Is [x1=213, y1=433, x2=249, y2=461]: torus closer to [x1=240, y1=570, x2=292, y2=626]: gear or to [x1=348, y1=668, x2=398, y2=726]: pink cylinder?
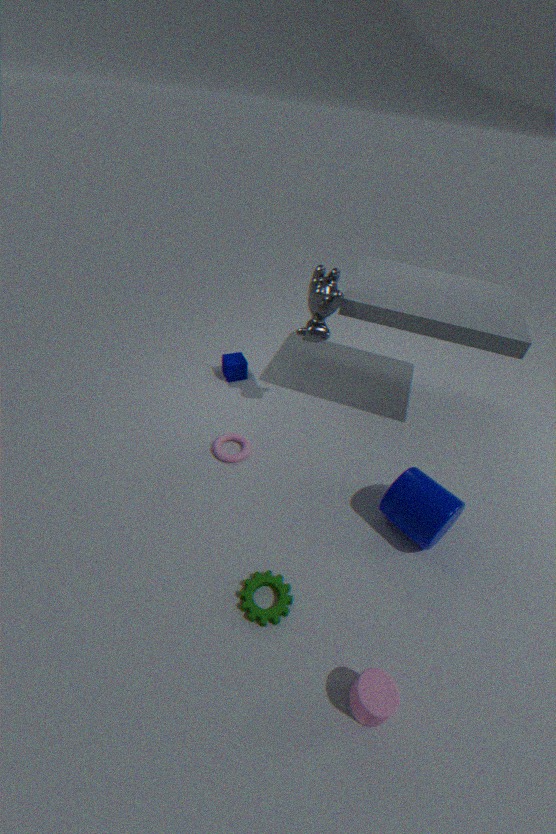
[x1=240, y1=570, x2=292, y2=626]: gear
